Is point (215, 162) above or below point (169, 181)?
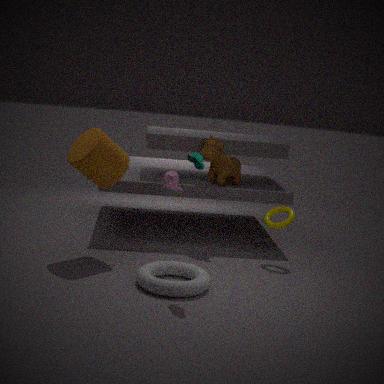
above
